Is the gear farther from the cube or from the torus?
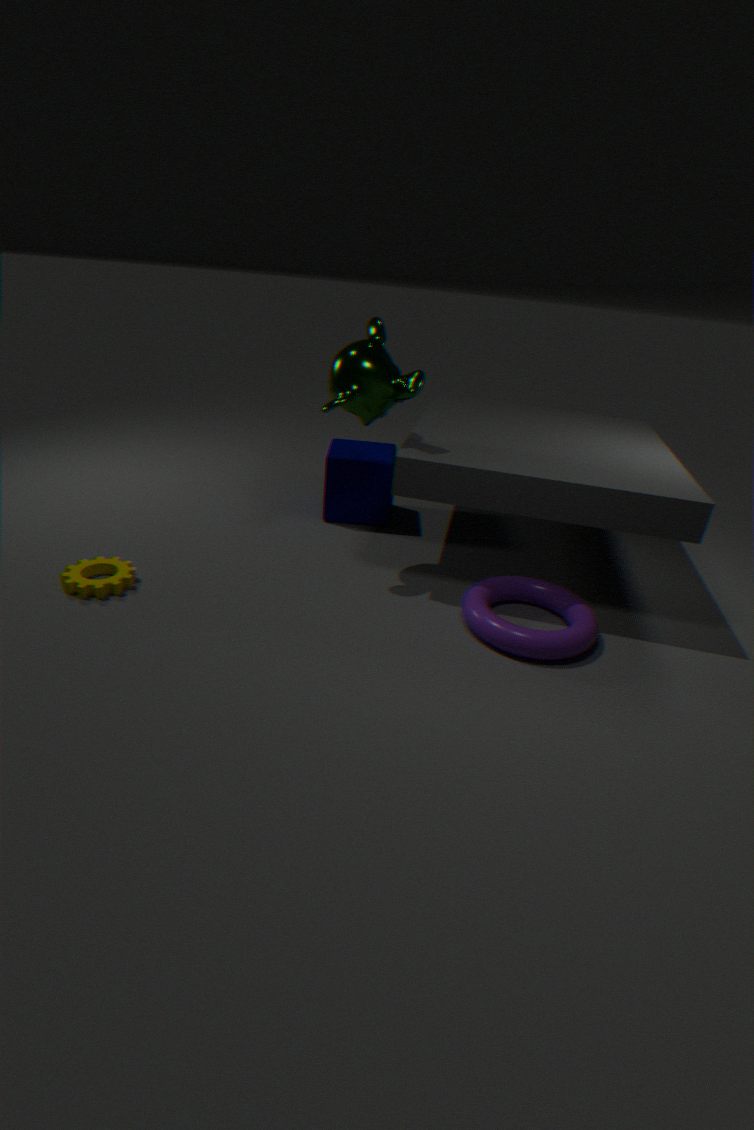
the torus
